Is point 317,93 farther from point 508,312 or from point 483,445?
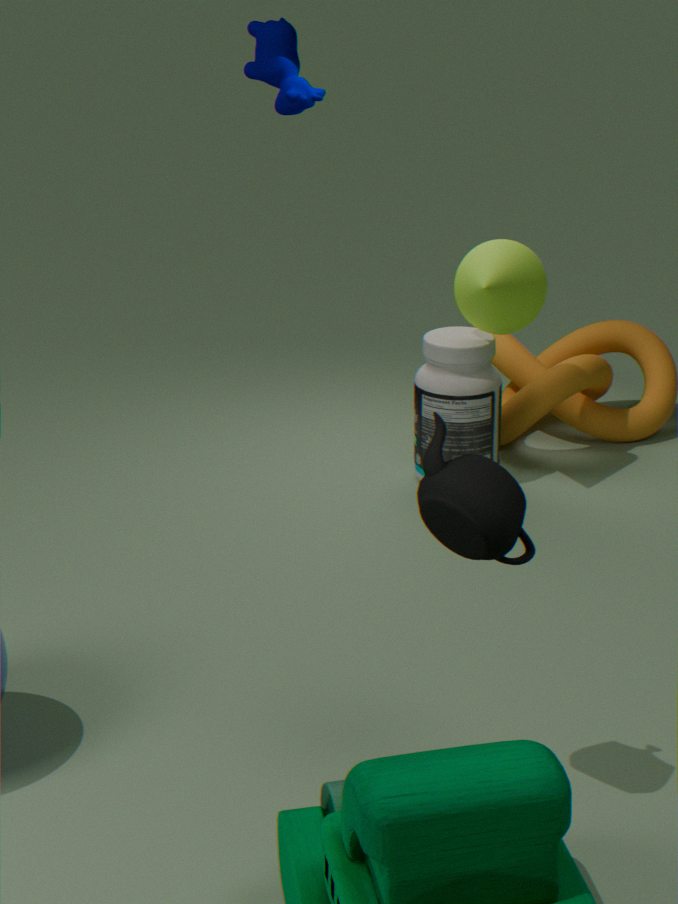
point 483,445
